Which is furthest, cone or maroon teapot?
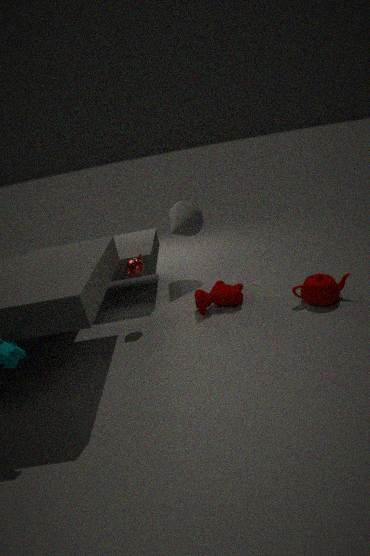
cone
